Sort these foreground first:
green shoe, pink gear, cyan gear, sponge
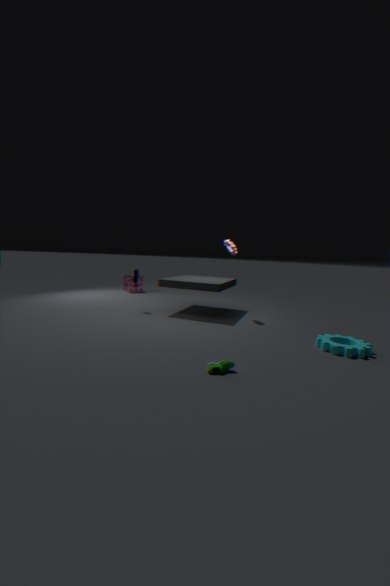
green shoe < cyan gear < pink gear < sponge
